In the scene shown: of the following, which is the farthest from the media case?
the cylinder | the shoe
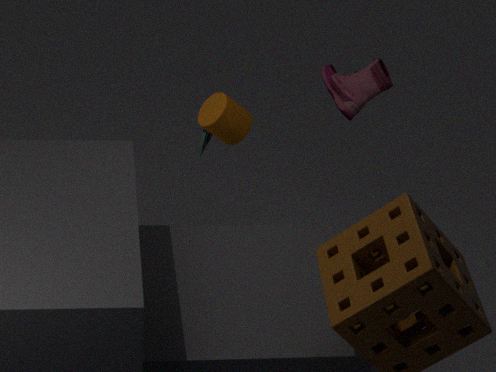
the shoe
